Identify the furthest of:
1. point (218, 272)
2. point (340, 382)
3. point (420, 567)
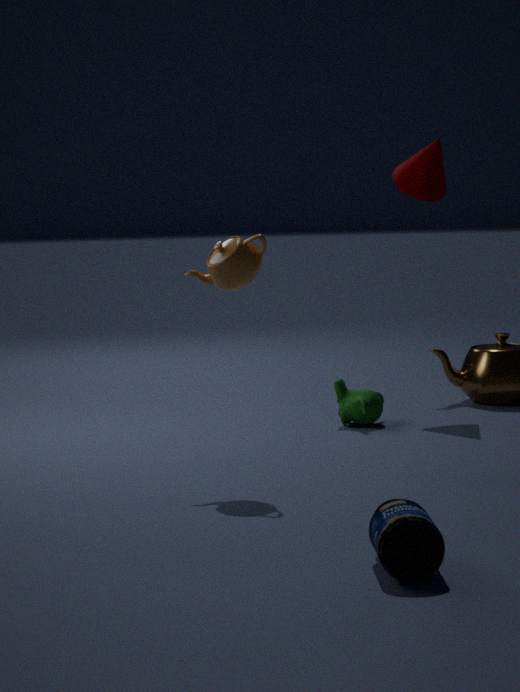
point (340, 382)
